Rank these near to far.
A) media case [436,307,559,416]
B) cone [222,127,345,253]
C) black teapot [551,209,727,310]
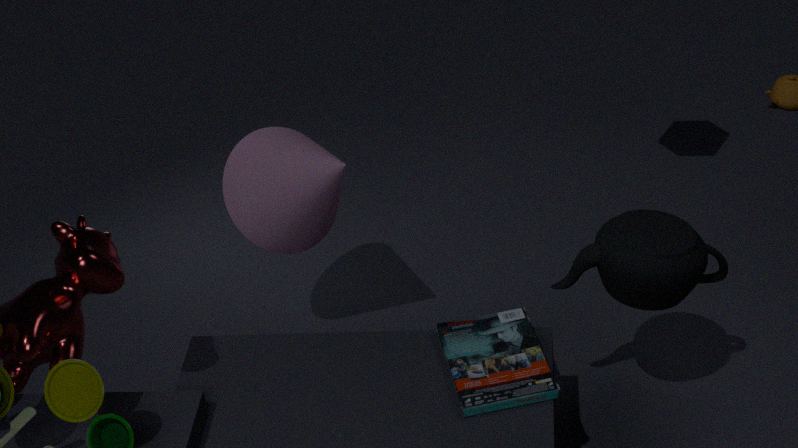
black teapot [551,209,727,310] → media case [436,307,559,416] → cone [222,127,345,253]
